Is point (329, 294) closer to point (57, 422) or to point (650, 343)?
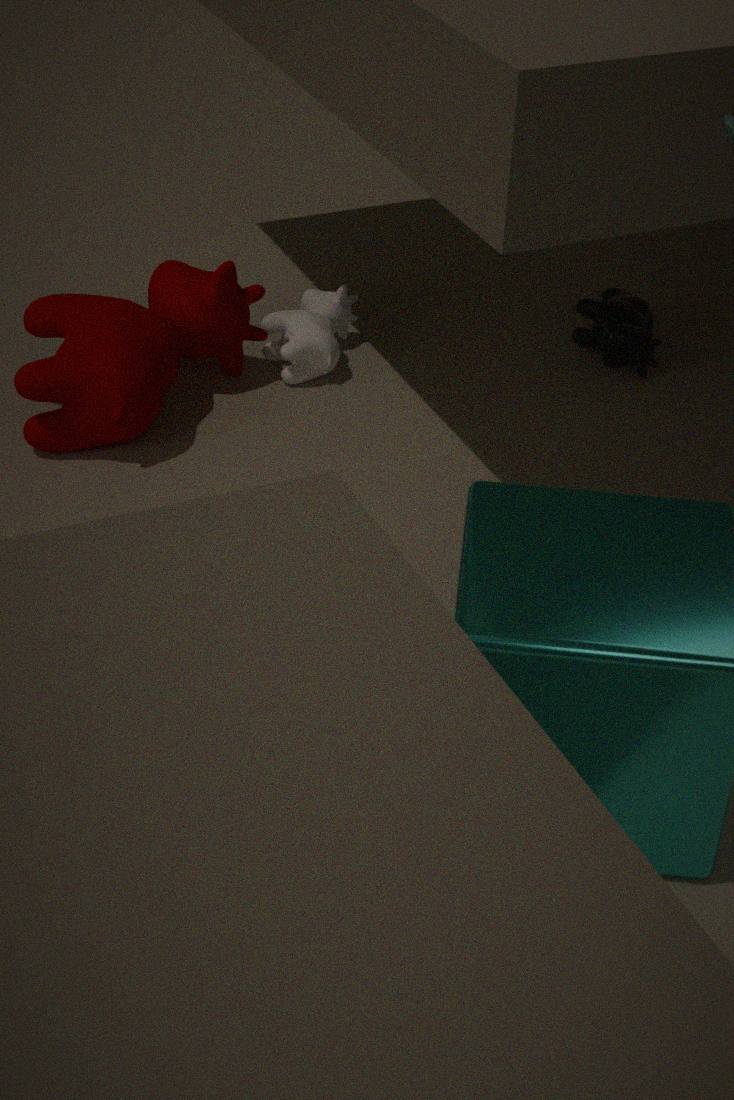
point (57, 422)
